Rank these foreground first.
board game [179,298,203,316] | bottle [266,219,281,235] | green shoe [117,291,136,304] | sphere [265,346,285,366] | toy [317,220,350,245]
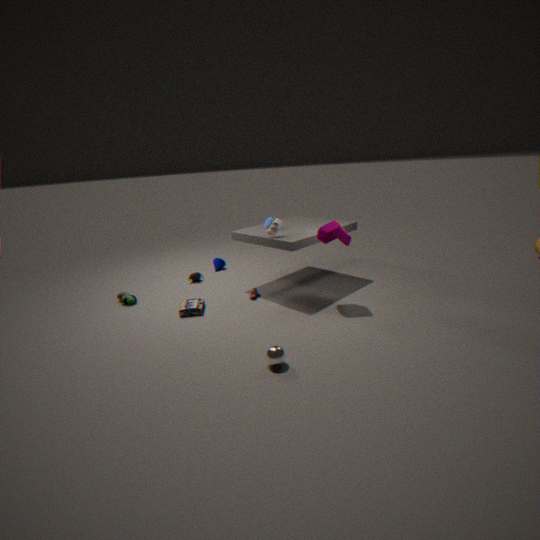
sphere [265,346,285,366]
toy [317,220,350,245]
board game [179,298,203,316]
bottle [266,219,281,235]
green shoe [117,291,136,304]
